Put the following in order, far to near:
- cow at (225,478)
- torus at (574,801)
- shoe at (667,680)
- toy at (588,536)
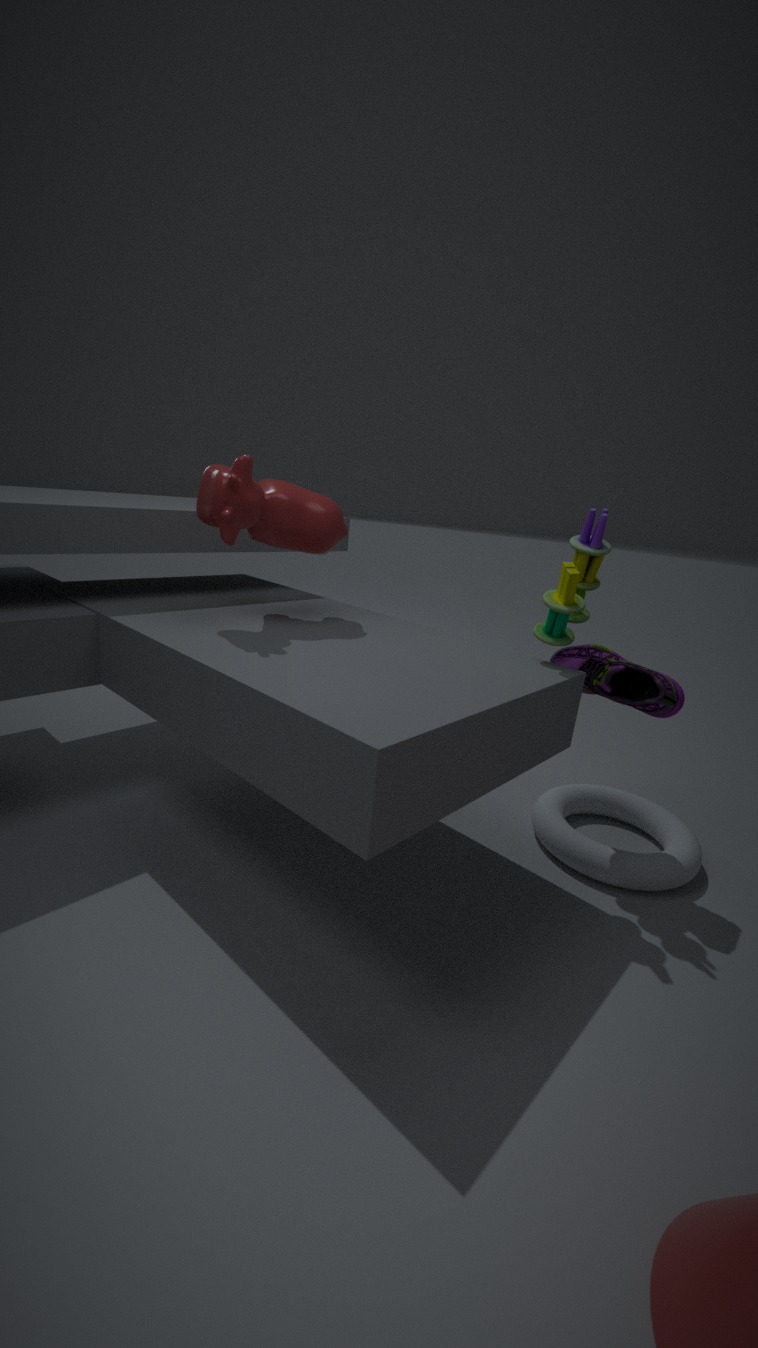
torus at (574,801) < shoe at (667,680) < toy at (588,536) < cow at (225,478)
